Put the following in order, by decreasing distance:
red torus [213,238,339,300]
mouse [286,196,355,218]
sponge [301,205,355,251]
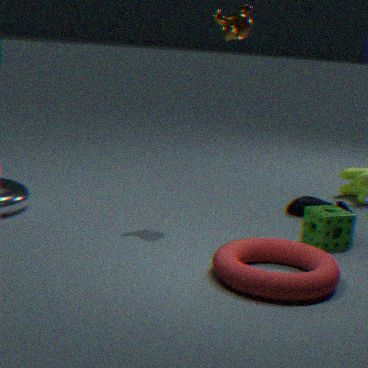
1. mouse [286,196,355,218]
2. sponge [301,205,355,251]
3. red torus [213,238,339,300]
